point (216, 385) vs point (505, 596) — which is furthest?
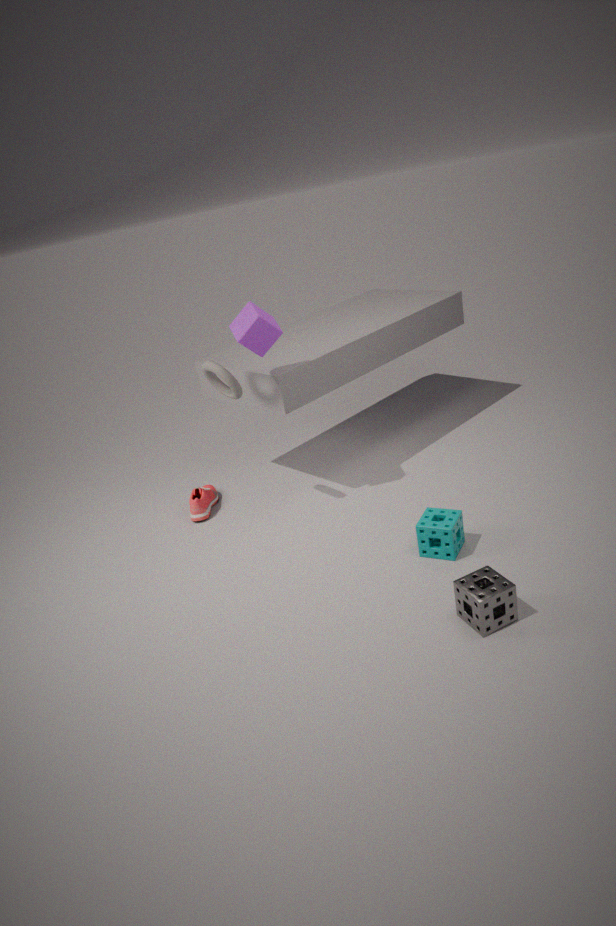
point (216, 385)
